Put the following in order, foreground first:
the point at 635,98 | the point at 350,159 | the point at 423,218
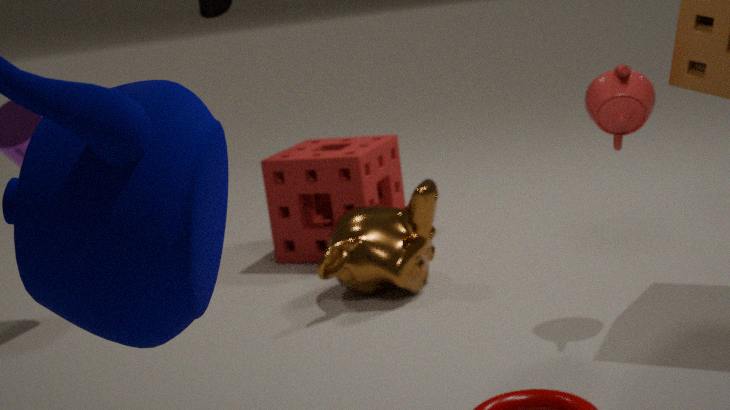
the point at 635,98
the point at 423,218
the point at 350,159
